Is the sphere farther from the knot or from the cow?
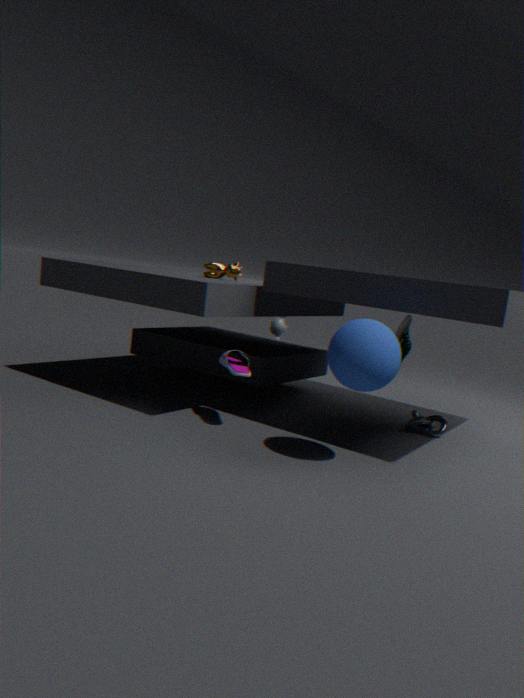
the cow
